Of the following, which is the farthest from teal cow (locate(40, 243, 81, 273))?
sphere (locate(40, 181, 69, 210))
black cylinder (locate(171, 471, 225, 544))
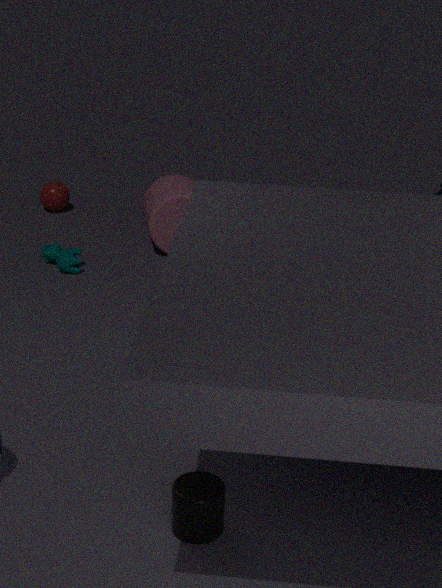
black cylinder (locate(171, 471, 225, 544))
